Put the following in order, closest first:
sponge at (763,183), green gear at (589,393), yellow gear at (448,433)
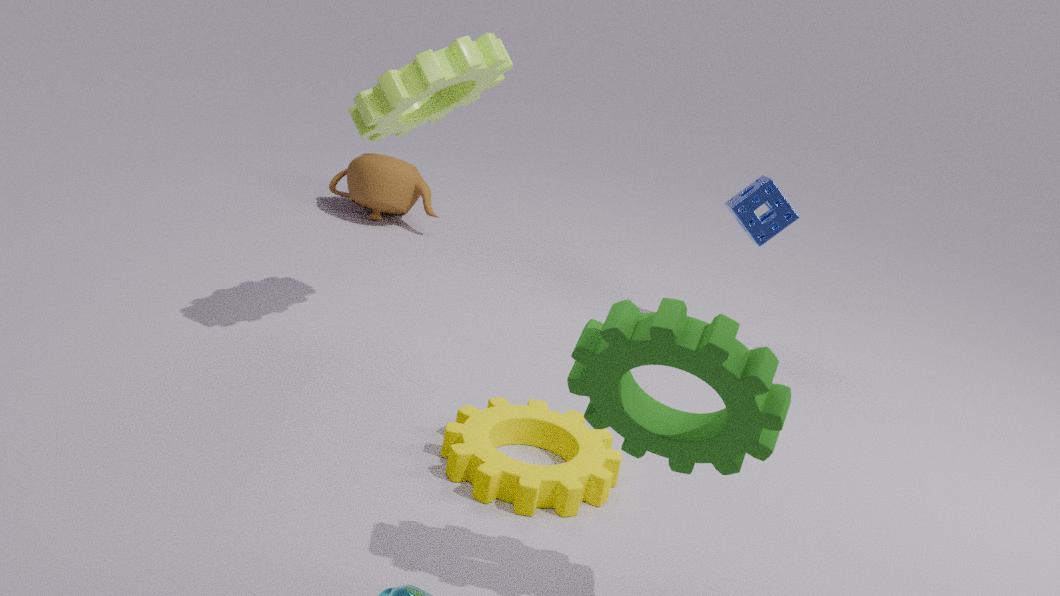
green gear at (589,393) < yellow gear at (448,433) < sponge at (763,183)
